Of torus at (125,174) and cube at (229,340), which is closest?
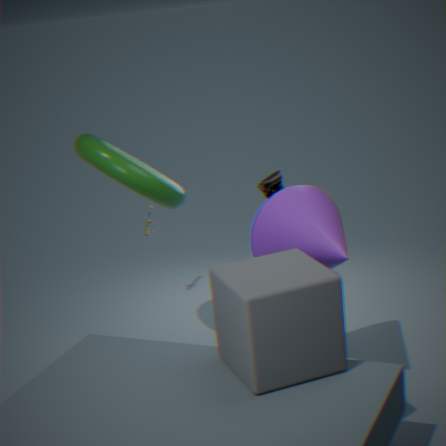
cube at (229,340)
